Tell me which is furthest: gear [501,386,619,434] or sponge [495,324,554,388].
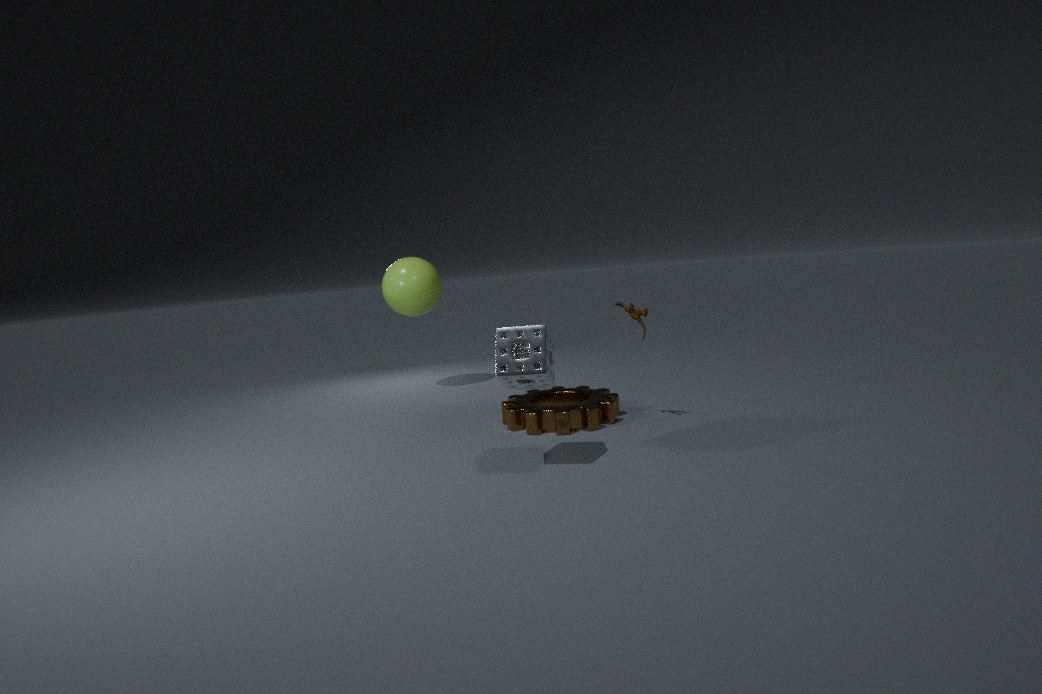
gear [501,386,619,434]
